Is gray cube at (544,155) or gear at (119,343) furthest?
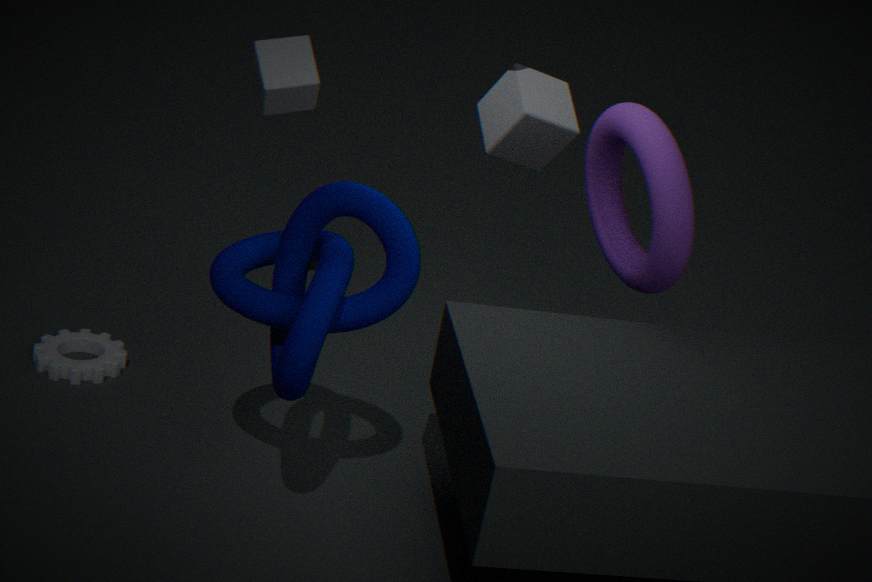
gear at (119,343)
